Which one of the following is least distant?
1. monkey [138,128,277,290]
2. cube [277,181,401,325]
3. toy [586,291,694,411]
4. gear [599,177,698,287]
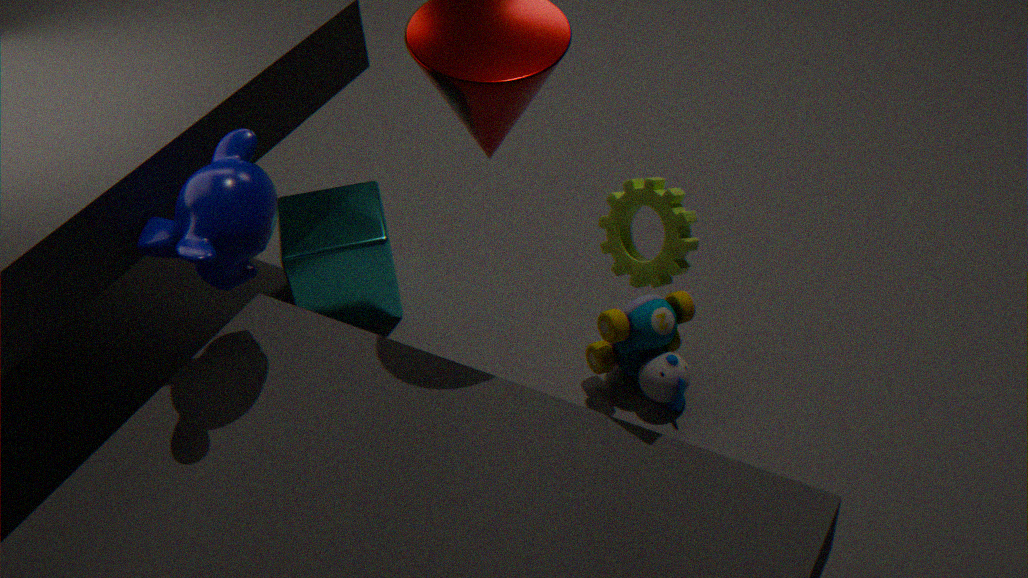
gear [599,177,698,287]
